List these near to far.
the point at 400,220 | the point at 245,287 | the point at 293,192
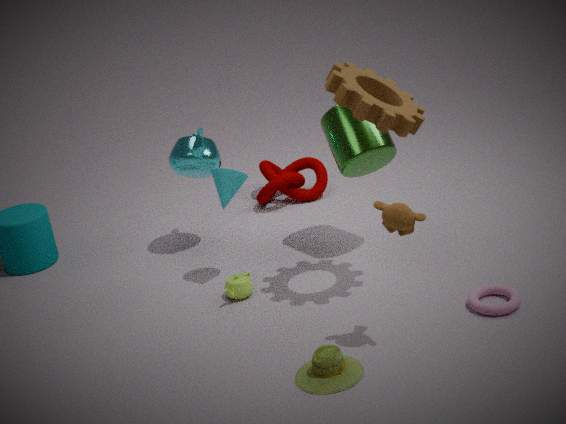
the point at 400,220, the point at 245,287, the point at 293,192
